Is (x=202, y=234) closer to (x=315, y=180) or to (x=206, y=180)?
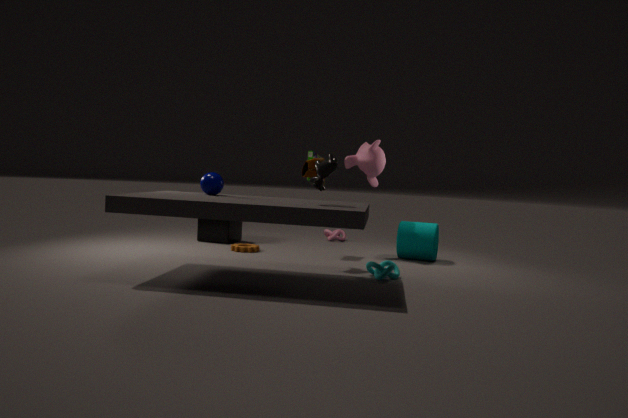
(x=206, y=180)
